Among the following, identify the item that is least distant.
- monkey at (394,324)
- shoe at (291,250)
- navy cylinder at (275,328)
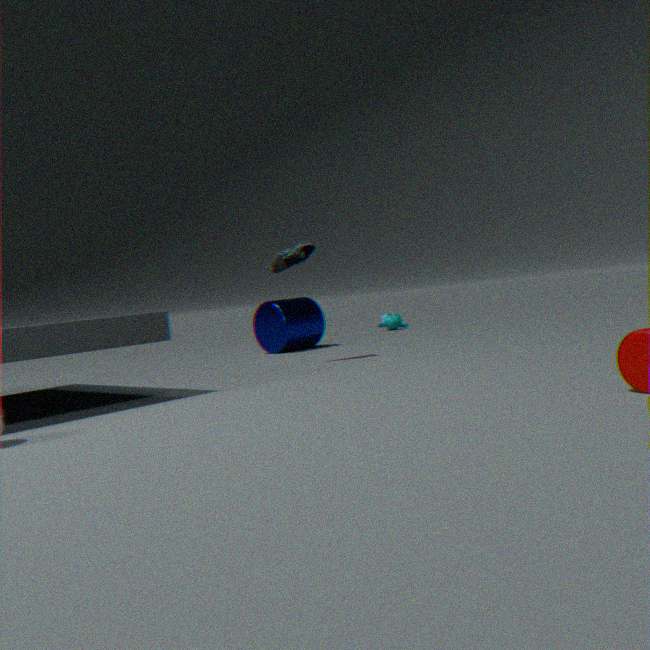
shoe at (291,250)
